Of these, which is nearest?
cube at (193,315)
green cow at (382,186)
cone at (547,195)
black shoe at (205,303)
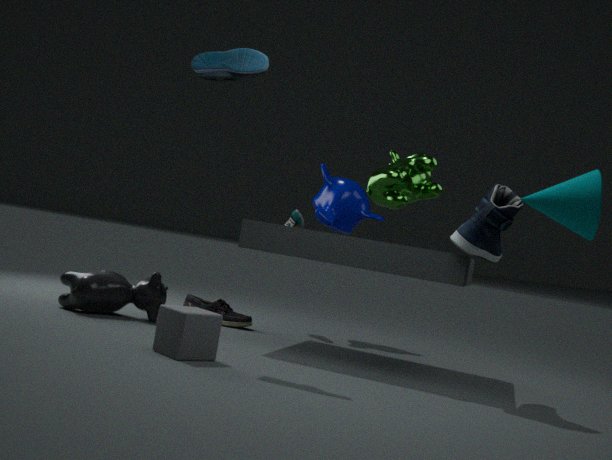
cone at (547,195)
